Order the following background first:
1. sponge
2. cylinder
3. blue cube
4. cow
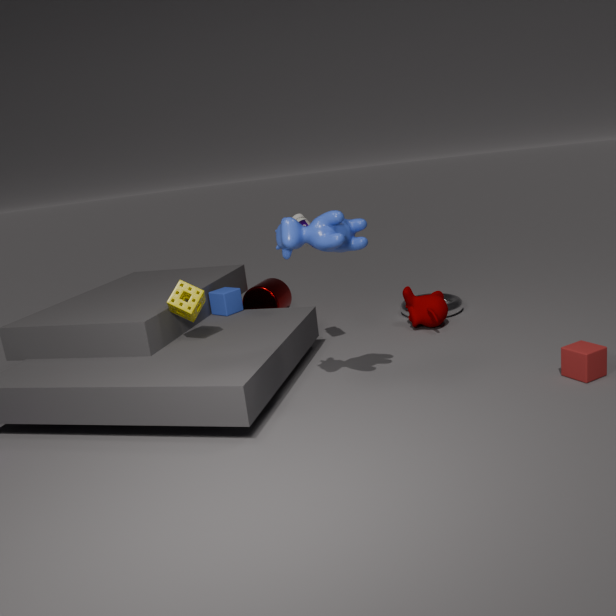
cylinder → blue cube → sponge → cow
